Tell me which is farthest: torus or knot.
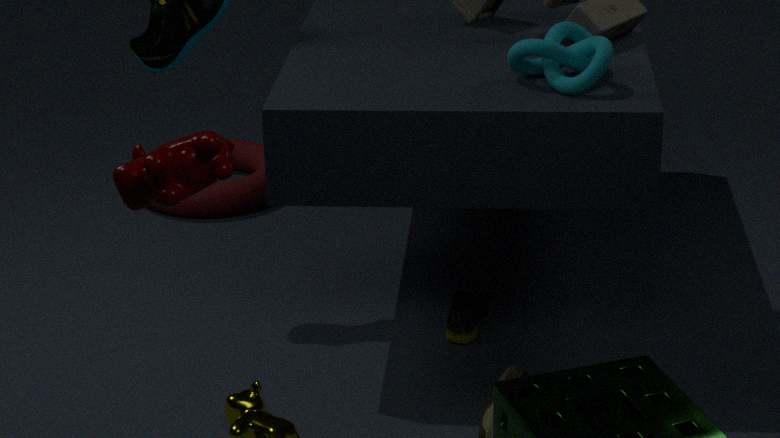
torus
